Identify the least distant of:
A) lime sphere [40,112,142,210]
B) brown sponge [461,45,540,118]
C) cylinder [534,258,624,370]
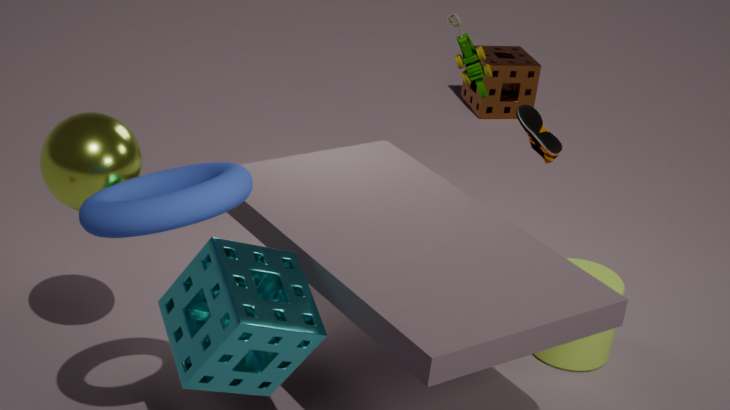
A. lime sphere [40,112,142,210]
